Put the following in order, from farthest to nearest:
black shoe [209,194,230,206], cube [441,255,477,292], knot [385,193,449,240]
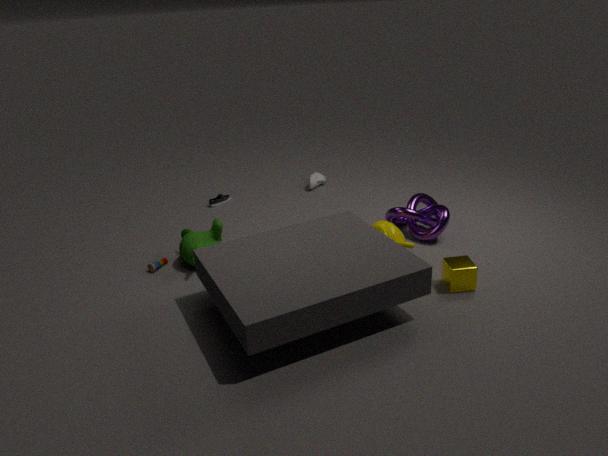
1. black shoe [209,194,230,206]
2. knot [385,193,449,240]
3. cube [441,255,477,292]
